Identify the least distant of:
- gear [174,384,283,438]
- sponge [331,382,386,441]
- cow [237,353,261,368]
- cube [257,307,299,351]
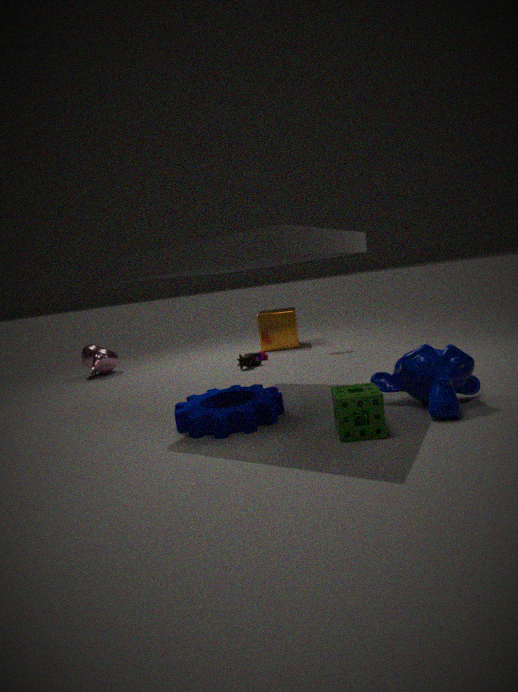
sponge [331,382,386,441]
